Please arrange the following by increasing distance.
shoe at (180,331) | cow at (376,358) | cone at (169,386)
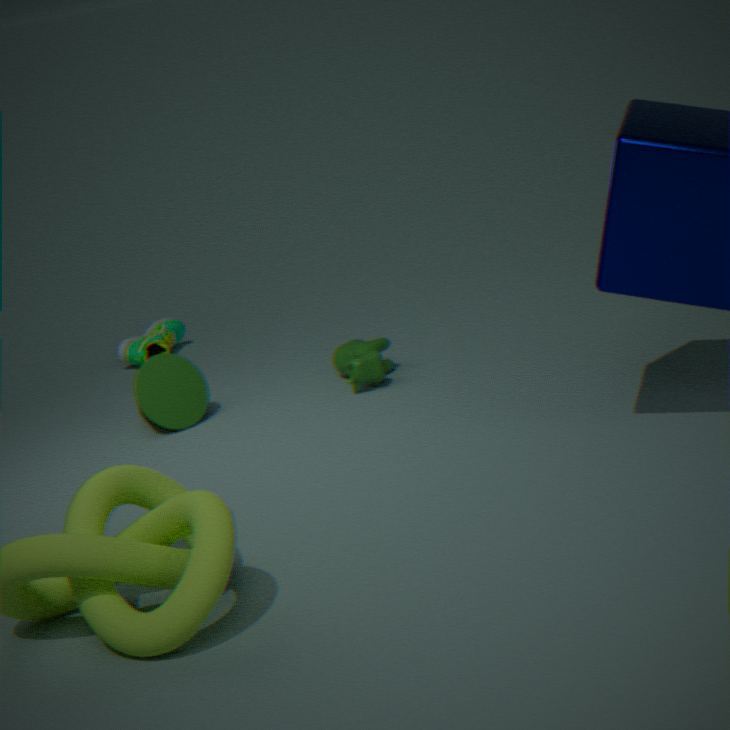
cone at (169,386)
cow at (376,358)
shoe at (180,331)
